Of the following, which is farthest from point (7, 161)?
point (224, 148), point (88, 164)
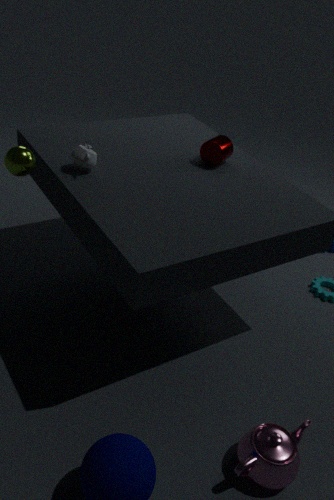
point (224, 148)
